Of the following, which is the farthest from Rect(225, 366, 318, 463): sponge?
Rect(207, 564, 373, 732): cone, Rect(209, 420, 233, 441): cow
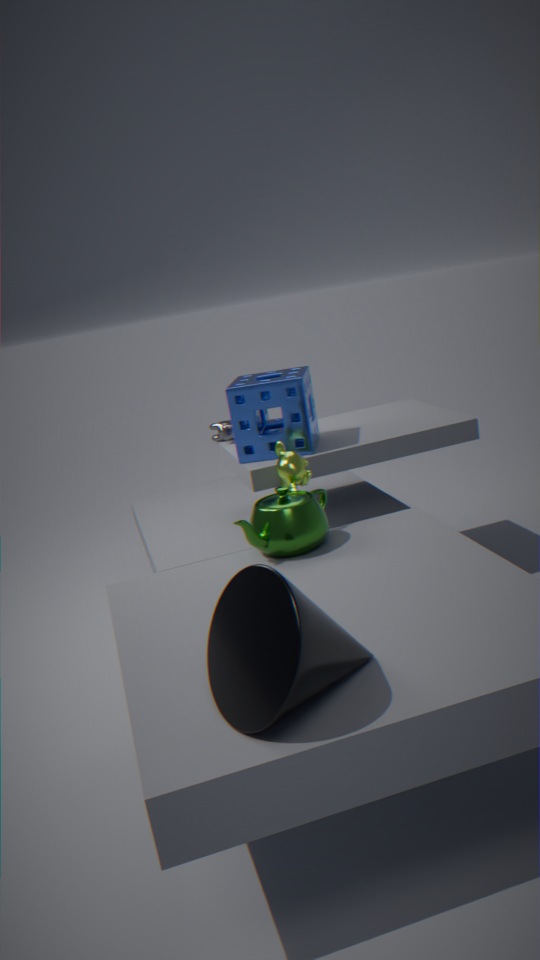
Rect(207, 564, 373, 732): cone
